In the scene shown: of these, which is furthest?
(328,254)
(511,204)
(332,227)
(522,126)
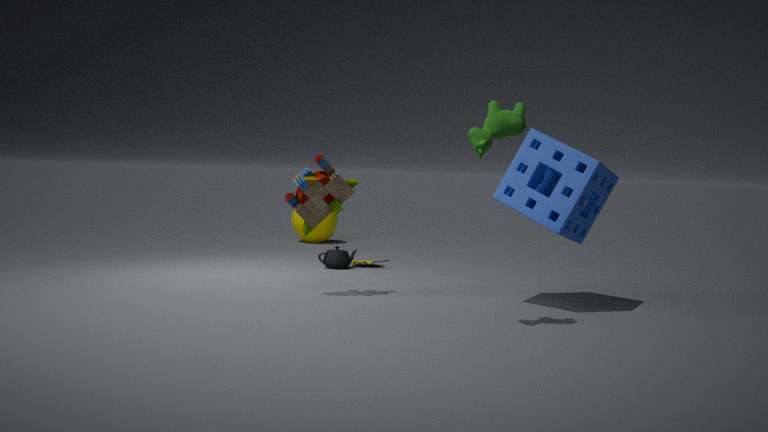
(332,227)
